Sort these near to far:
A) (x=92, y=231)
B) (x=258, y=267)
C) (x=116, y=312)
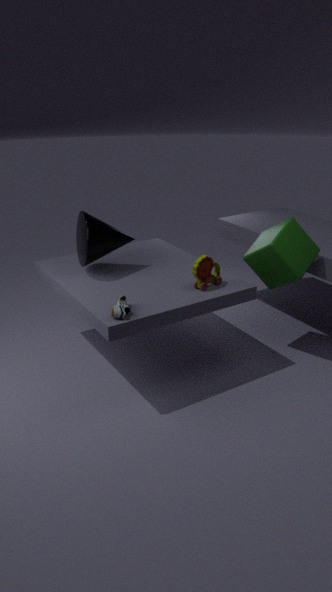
(x=116, y=312) < (x=92, y=231) < (x=258, y=267)
